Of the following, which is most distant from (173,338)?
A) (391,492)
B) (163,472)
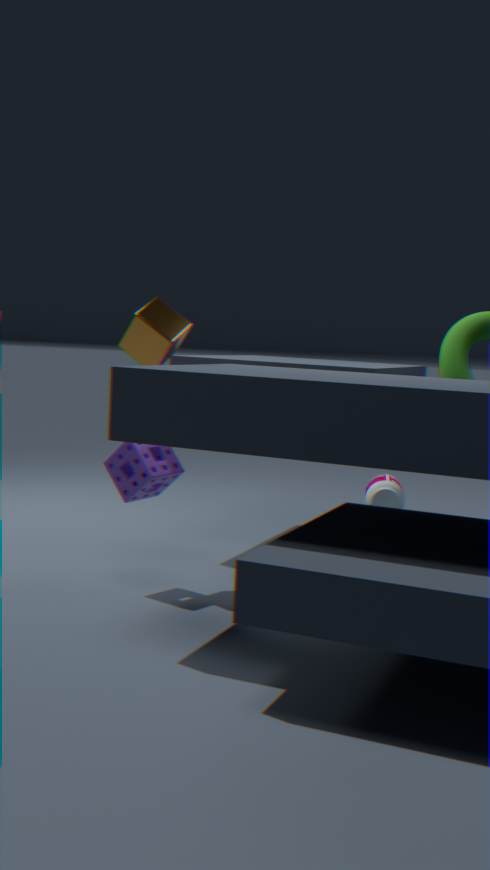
(391,492)
